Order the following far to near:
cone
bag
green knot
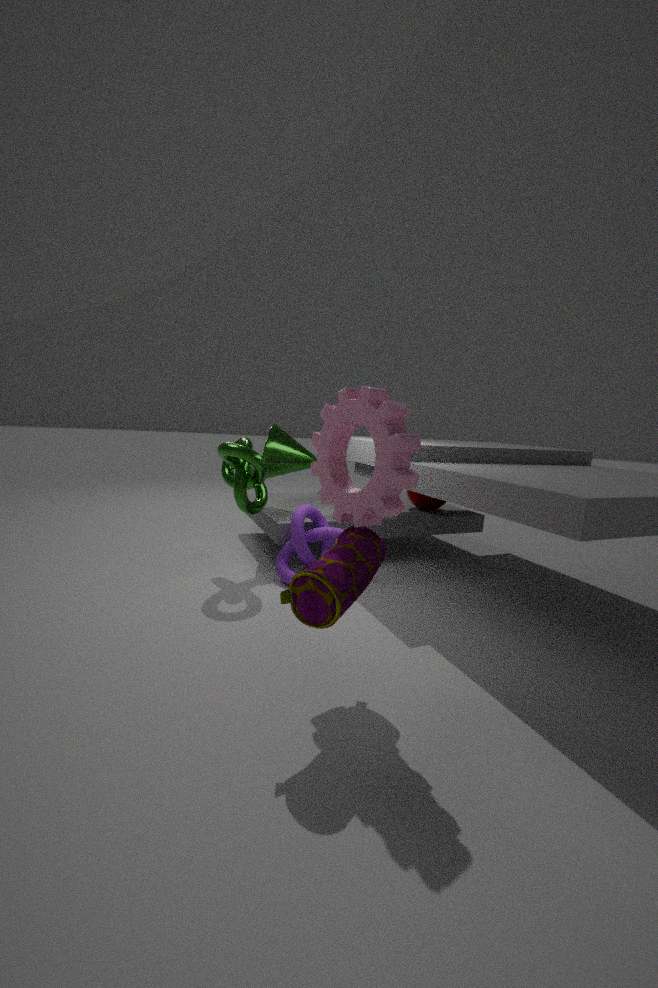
cone, green knot, bag
